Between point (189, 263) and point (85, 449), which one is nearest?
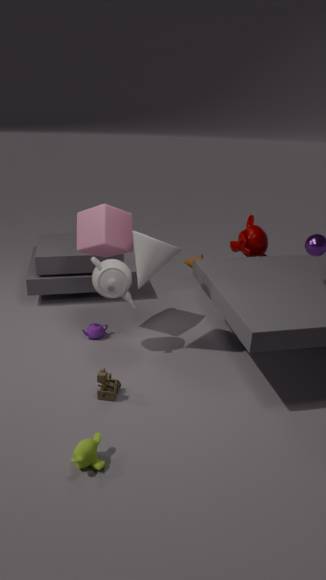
point (85, 449)
